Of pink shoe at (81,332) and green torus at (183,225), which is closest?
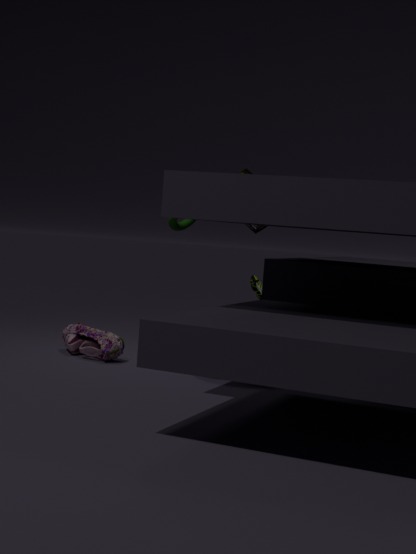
pink shoe at (81,332)
